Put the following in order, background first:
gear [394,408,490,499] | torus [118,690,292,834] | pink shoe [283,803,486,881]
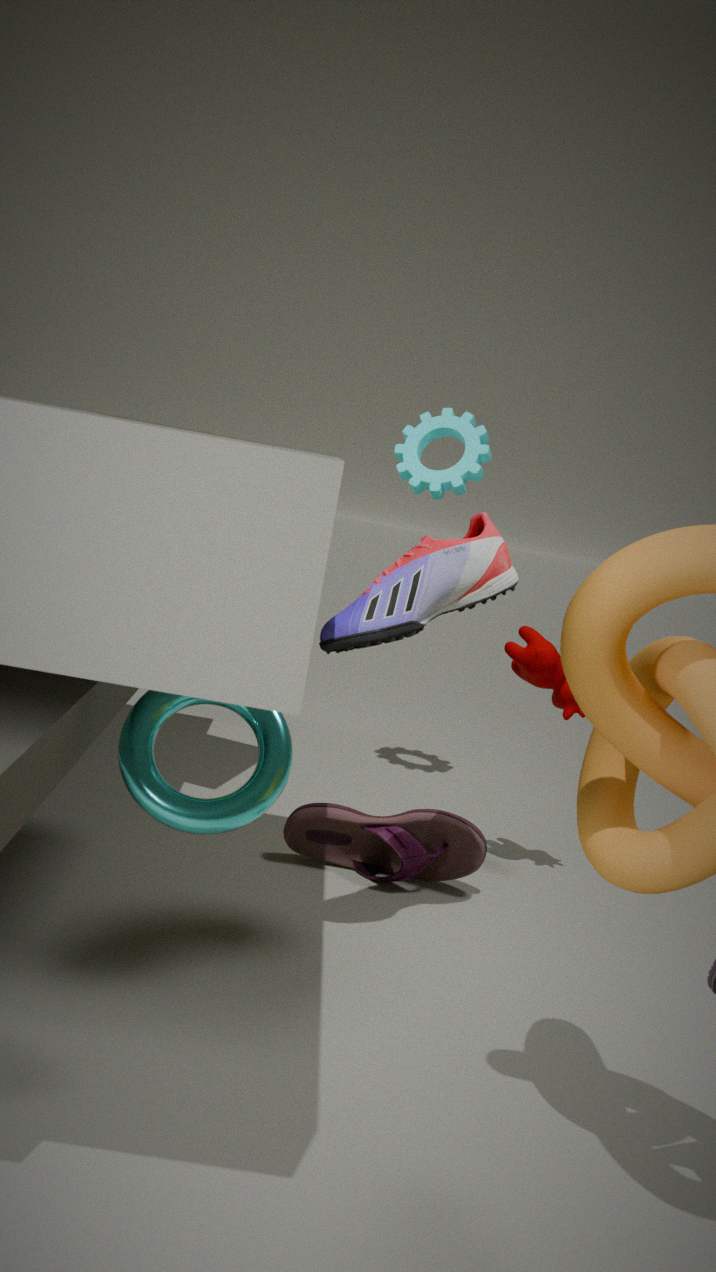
1. gear [394,408,490,499]
2. pink shoe [283,803,486,881]
3. torus [118,690,292,834]
